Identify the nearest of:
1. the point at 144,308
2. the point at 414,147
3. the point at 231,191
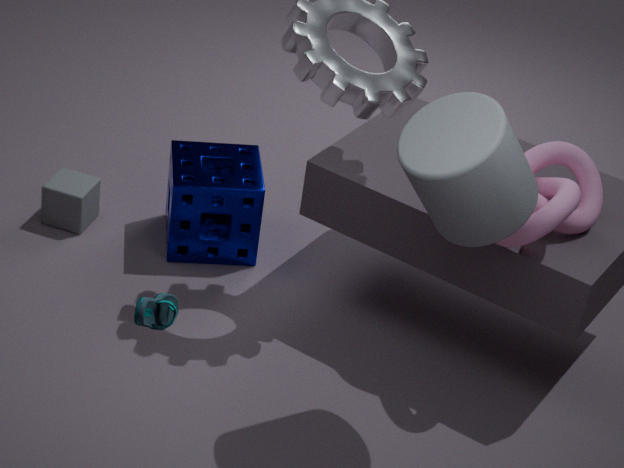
the point at 144,308
